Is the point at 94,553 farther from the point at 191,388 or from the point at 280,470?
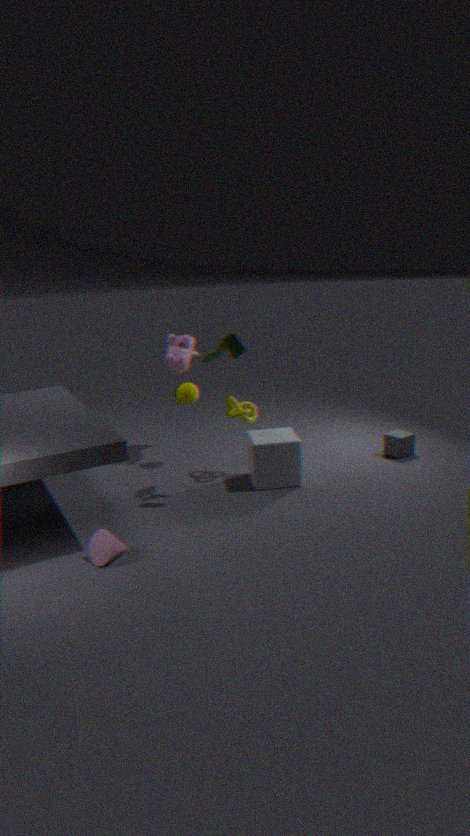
the point at 191,388
